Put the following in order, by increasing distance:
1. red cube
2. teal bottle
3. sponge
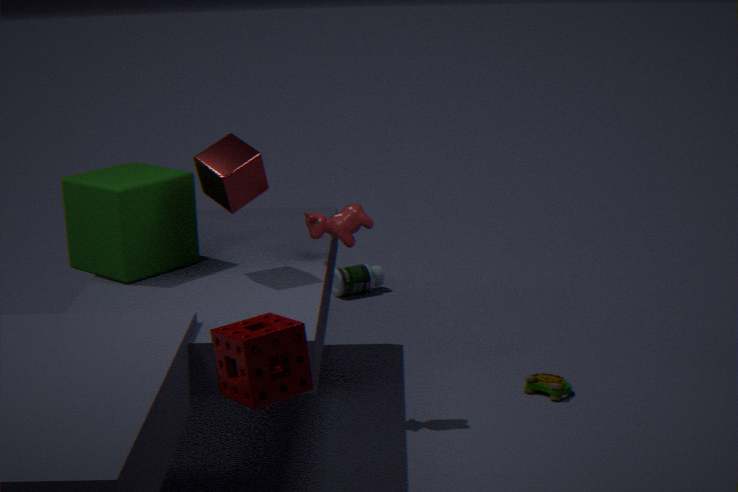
sponge → red cube → teal bottle
